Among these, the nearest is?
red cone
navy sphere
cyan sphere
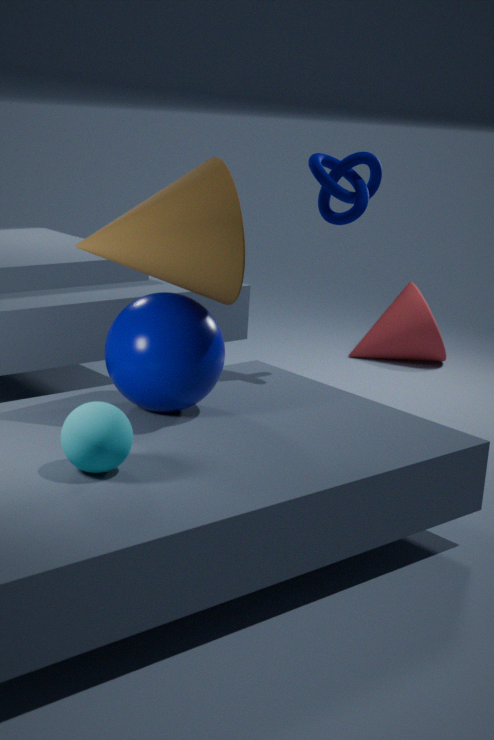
cyan sphere
